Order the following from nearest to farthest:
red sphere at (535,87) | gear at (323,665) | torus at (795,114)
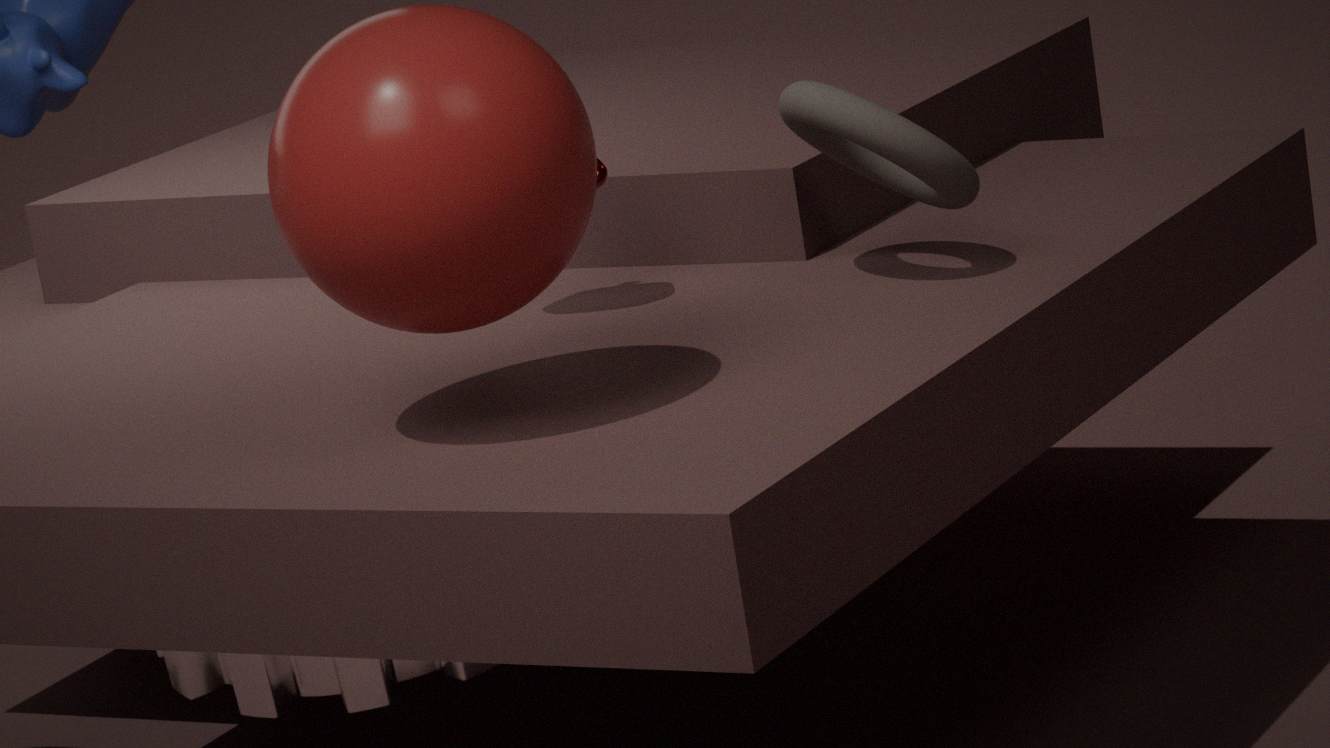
red sphere at (535,87) → gear at (323,665) → torus at (795,114)
